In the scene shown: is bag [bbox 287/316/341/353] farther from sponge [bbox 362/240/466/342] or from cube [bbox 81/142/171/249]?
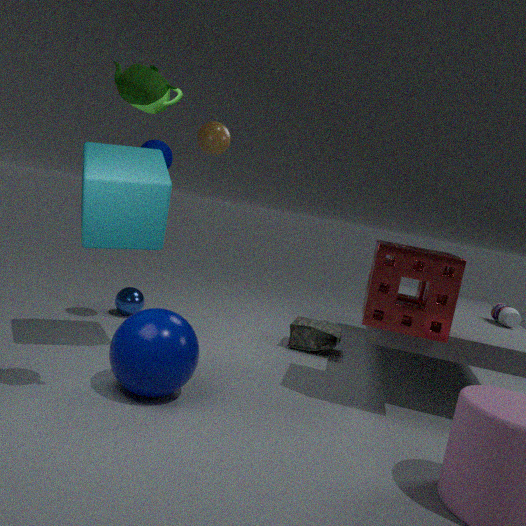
cube [bbox 81/142/171/249]
